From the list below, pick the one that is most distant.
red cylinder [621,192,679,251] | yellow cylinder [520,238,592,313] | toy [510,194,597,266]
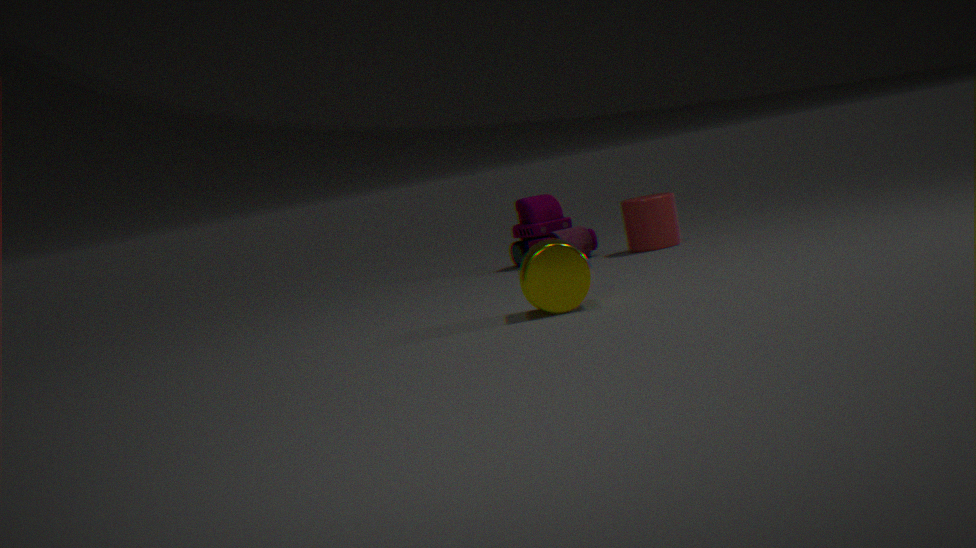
toy [510,194,597,266]
